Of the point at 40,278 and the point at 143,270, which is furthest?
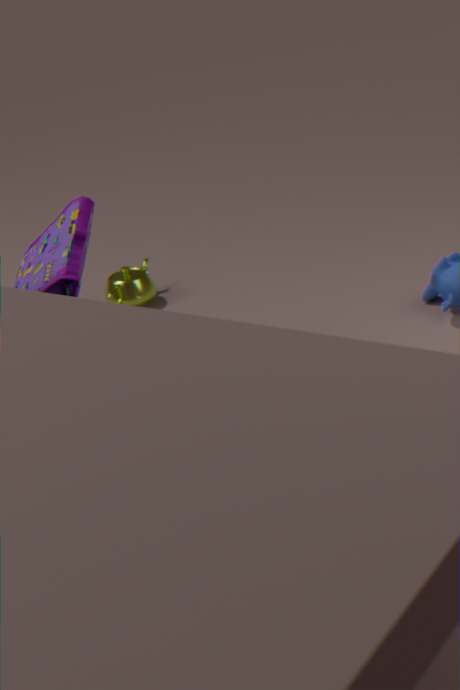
the point at 143,270
